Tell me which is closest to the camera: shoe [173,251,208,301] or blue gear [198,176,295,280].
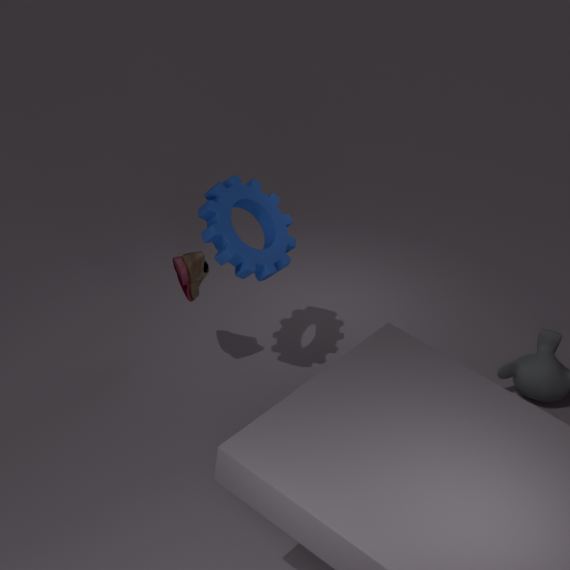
blue gear [198,176,295,280]
